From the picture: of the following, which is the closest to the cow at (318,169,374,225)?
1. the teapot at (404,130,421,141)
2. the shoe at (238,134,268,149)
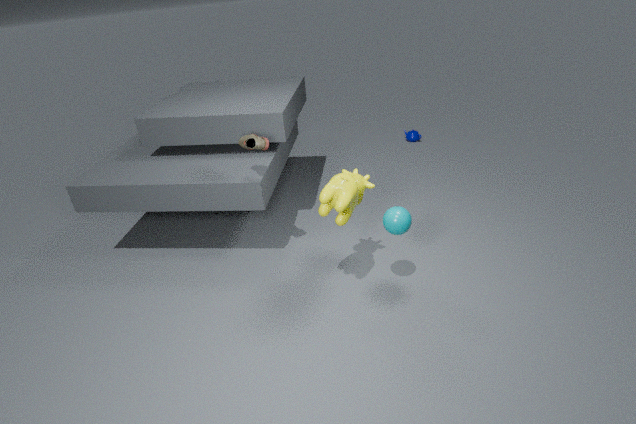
the shoe at (238,134,268,149)
